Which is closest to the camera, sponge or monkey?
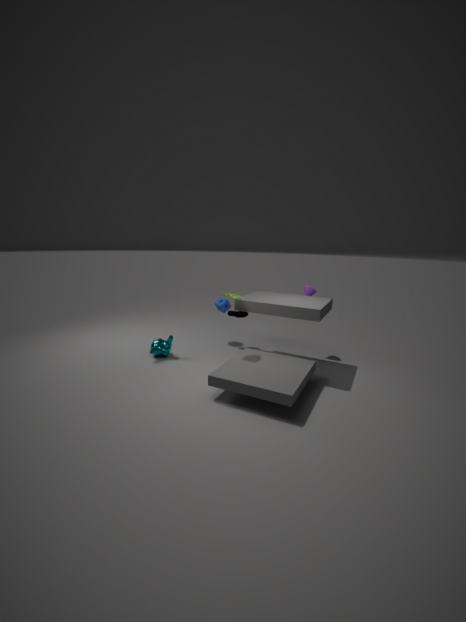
monkey
